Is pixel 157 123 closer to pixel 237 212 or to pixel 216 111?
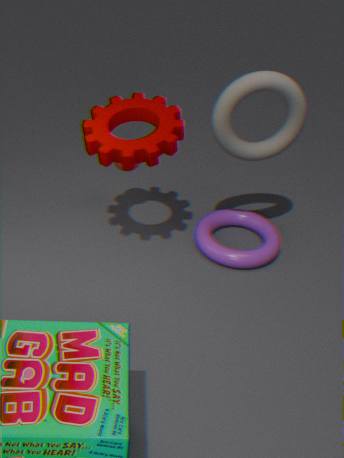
pixel 216 111
